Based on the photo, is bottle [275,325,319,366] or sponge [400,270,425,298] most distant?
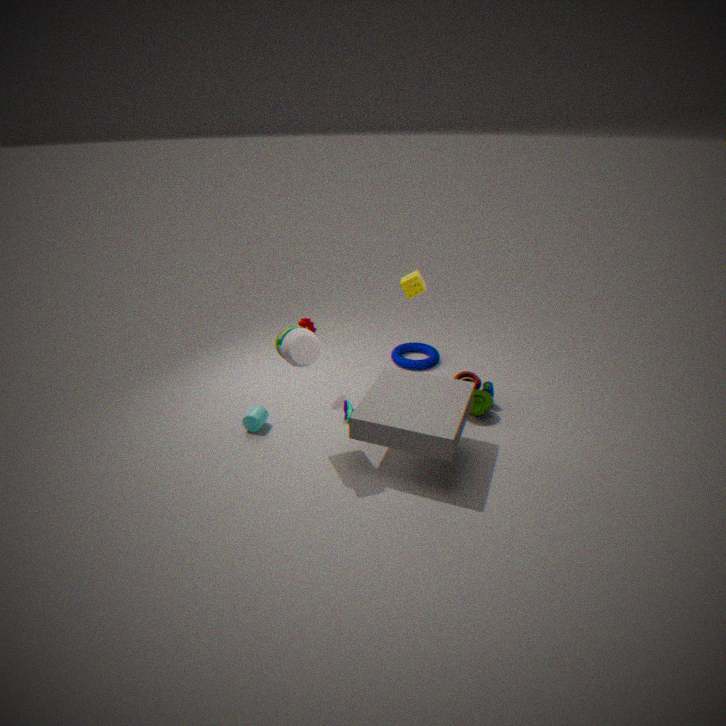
sponge [400,270,425,298]
